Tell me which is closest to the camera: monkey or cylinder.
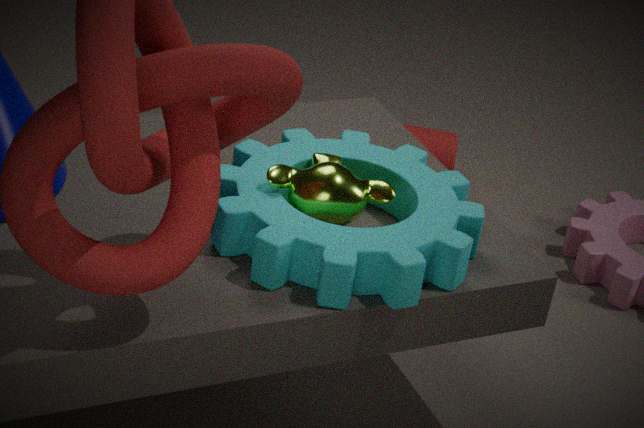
monkey
